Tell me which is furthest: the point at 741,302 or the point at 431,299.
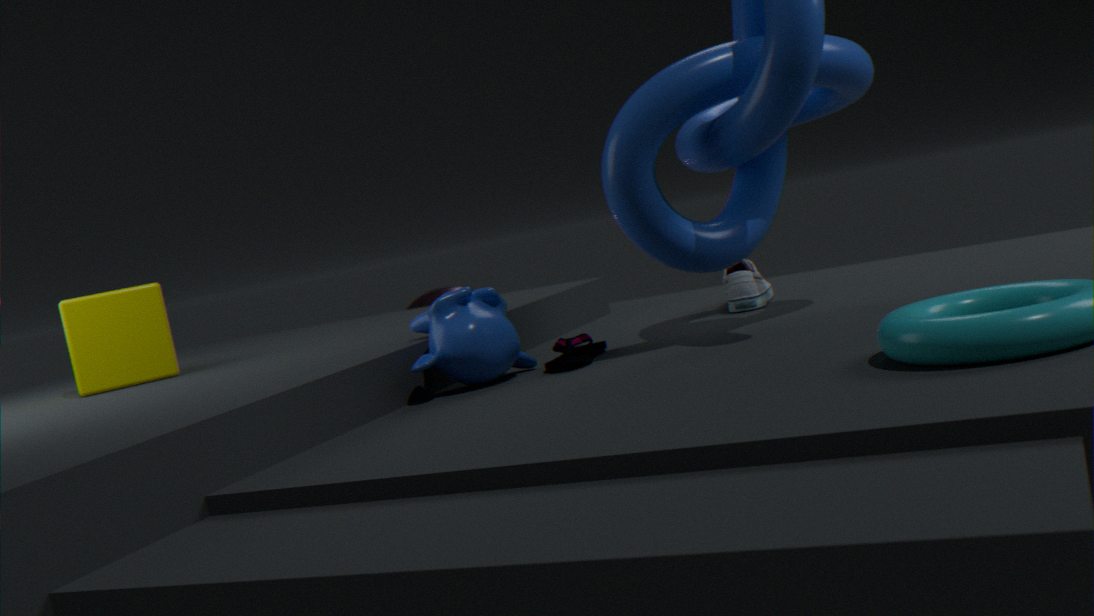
the point at 431,299
